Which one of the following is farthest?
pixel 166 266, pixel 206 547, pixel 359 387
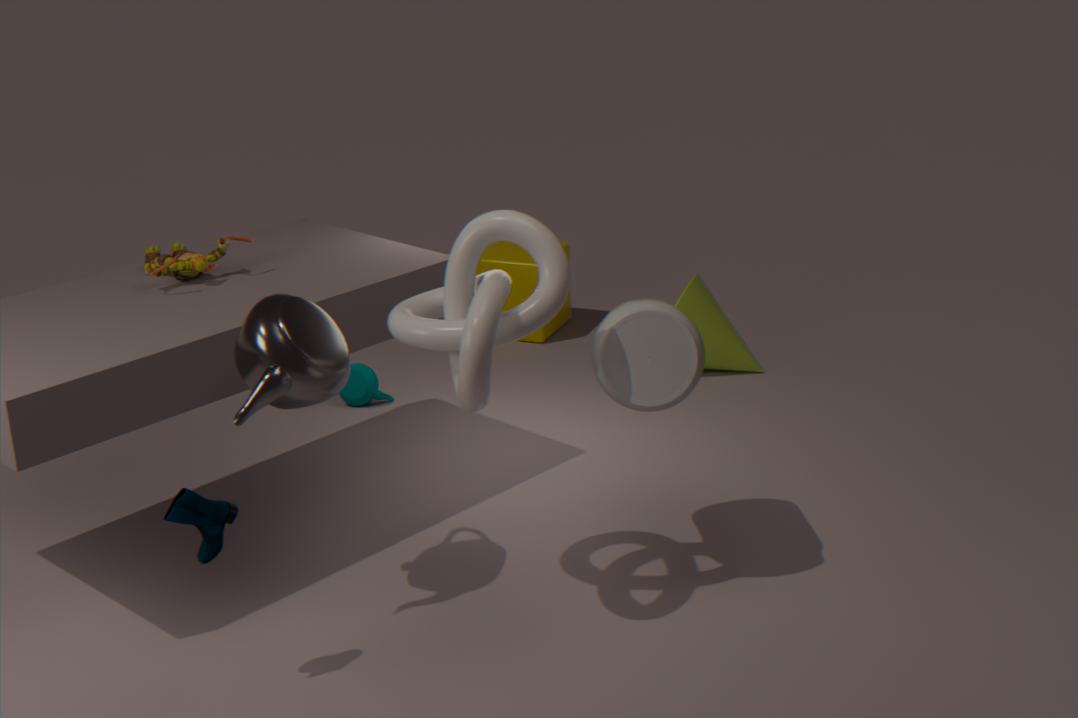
pixel 359 387
